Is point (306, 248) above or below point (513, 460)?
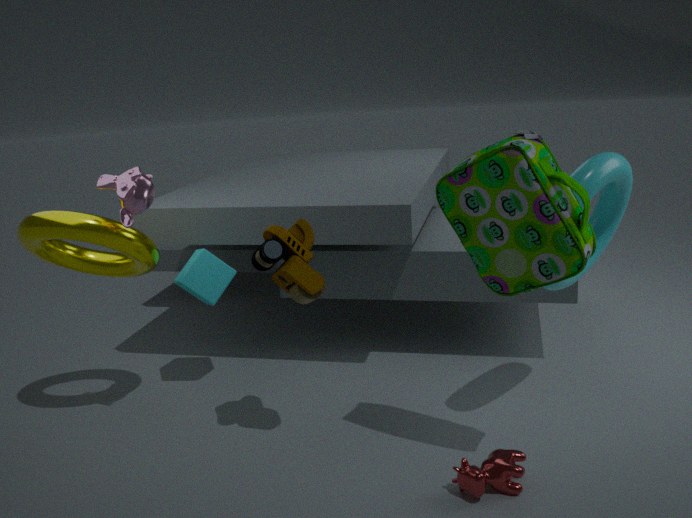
above
